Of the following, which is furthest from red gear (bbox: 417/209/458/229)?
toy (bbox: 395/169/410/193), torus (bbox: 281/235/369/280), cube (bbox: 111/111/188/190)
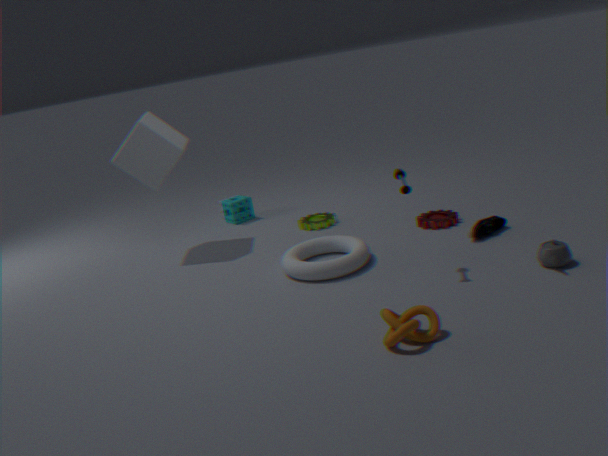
cube (bbox: 111/111/188/190)
